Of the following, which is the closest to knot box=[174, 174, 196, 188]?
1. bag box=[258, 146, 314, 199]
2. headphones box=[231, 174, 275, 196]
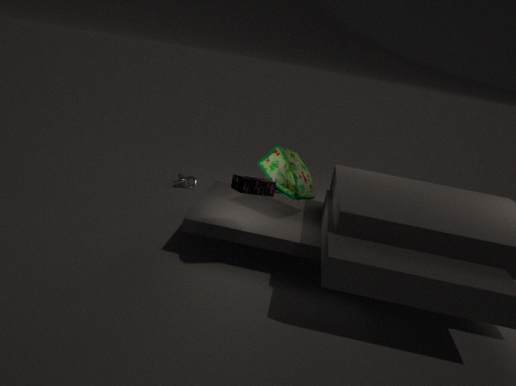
bag box=[258, 146, 314, 199]
